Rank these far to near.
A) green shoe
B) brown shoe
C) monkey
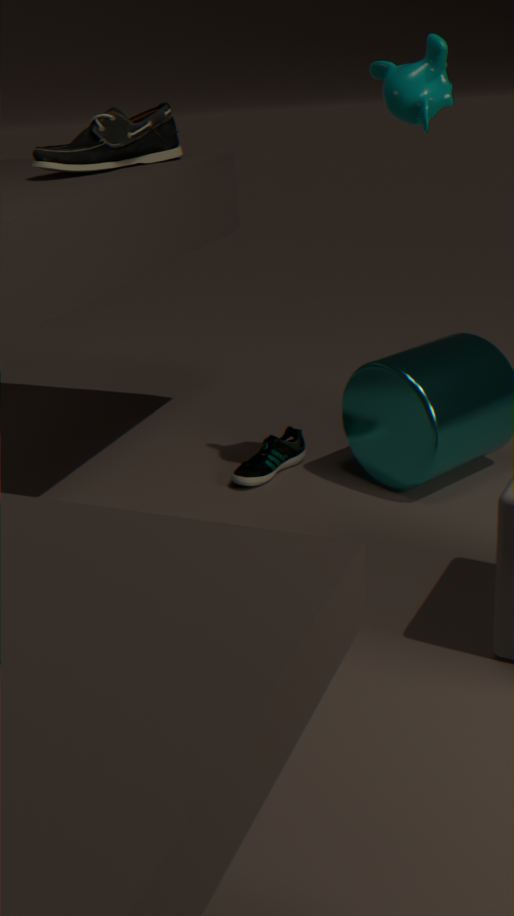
A. green shoe
B. brown shoe
C. monkey
